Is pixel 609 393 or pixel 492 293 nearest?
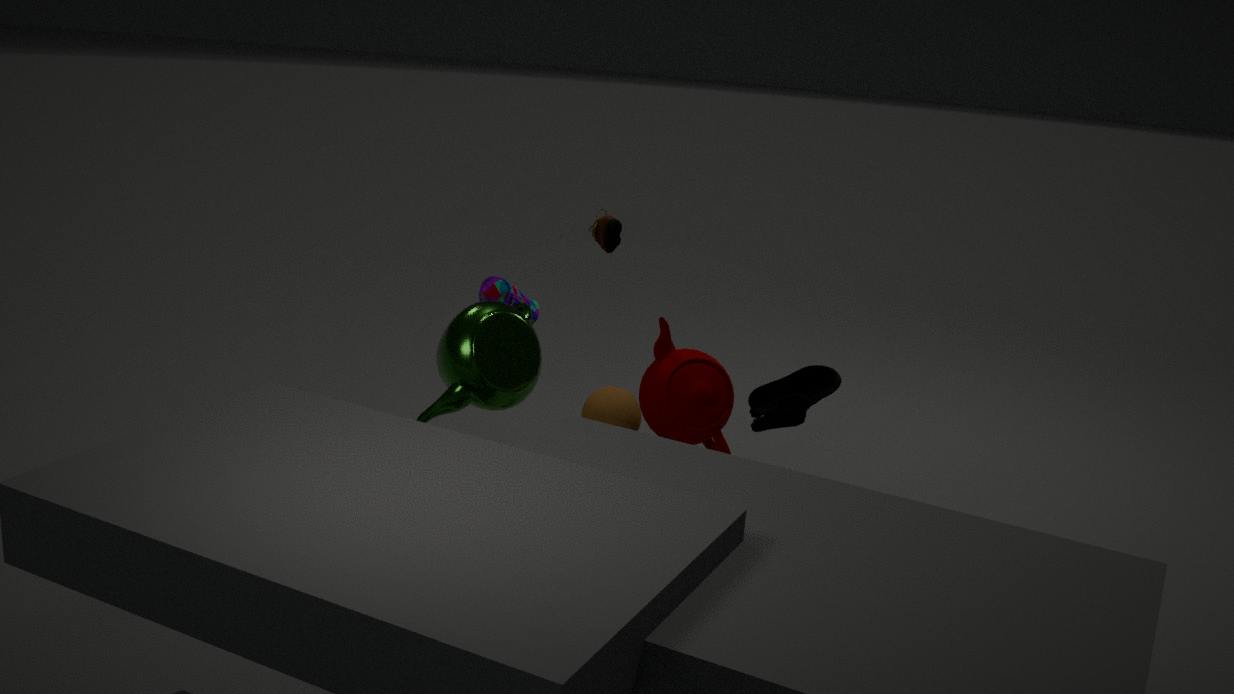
pixel 609 393
